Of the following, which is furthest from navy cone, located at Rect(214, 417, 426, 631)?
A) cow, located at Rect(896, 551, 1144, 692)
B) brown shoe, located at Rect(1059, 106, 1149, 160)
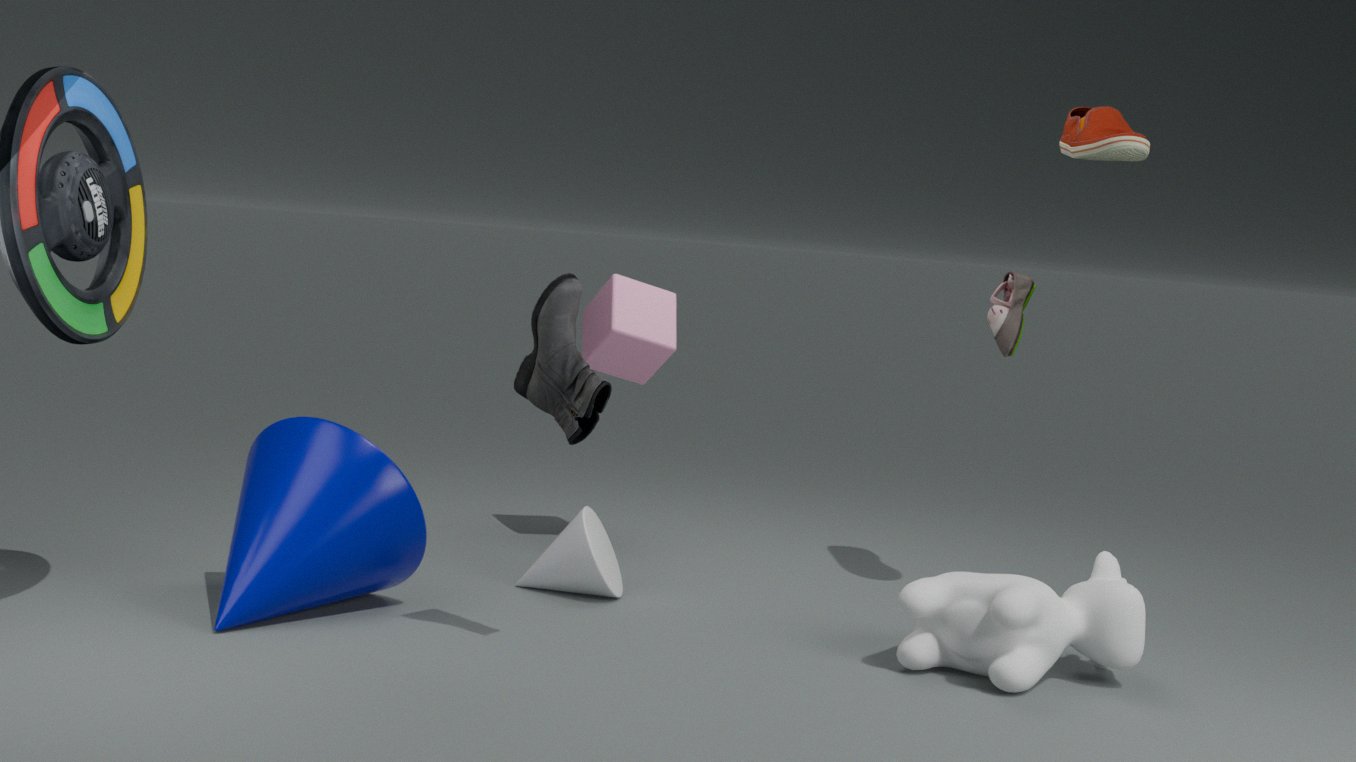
brown shoe, located at Rect(1059, 106, 1149, 160)
